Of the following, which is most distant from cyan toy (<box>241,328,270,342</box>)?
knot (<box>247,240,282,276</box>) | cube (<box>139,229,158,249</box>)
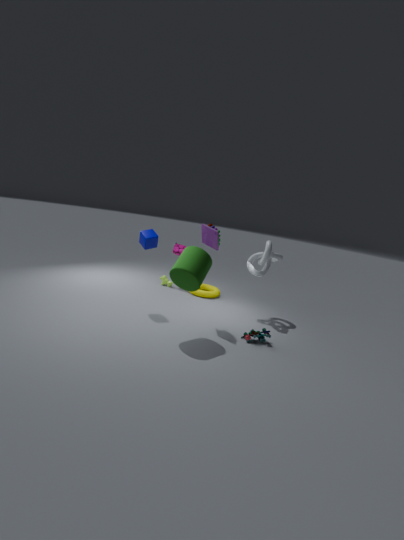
cube (<box>139,229,158,249</box>)
